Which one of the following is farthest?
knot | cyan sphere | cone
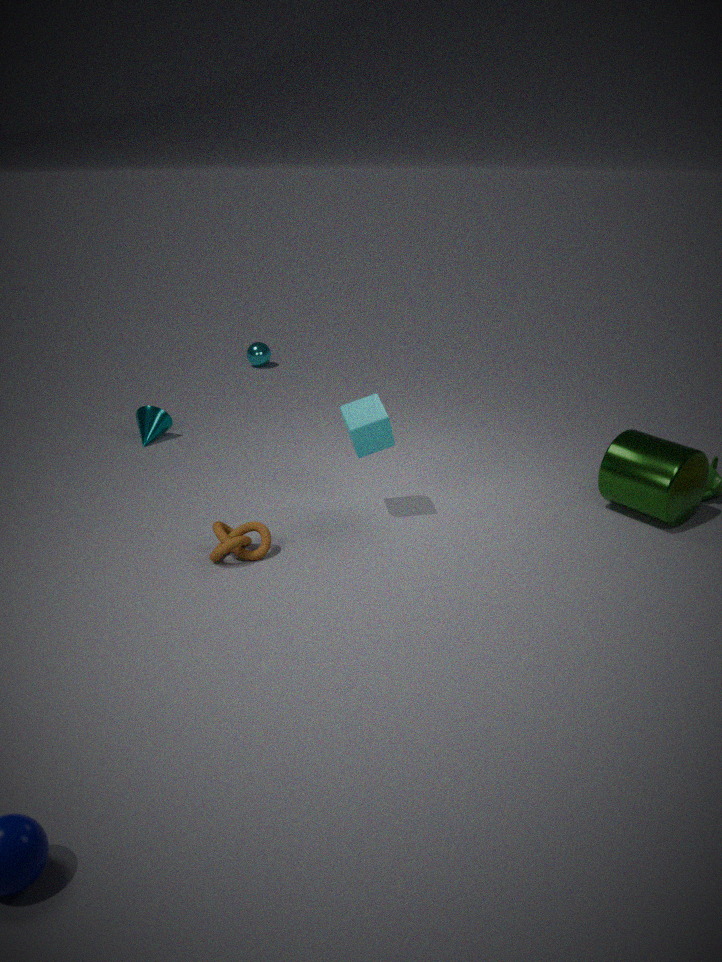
cyan sphere
